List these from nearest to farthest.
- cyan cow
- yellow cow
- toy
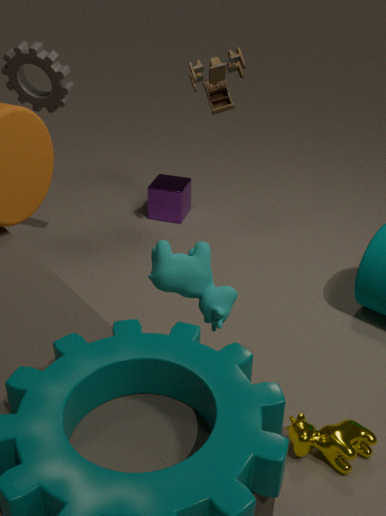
cyan cow
yellow cow
toy
